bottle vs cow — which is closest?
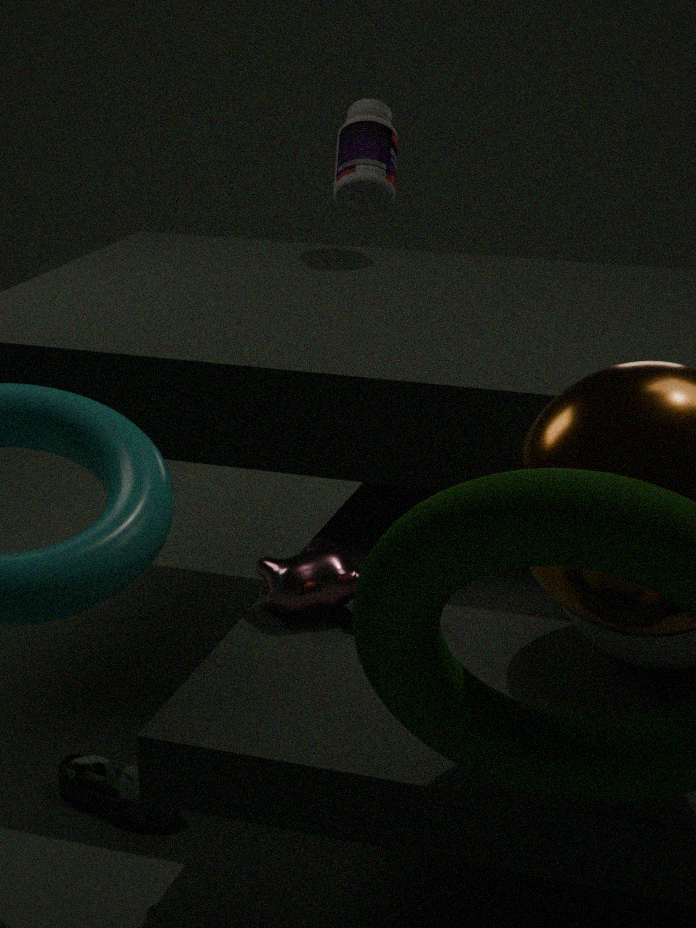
cow
